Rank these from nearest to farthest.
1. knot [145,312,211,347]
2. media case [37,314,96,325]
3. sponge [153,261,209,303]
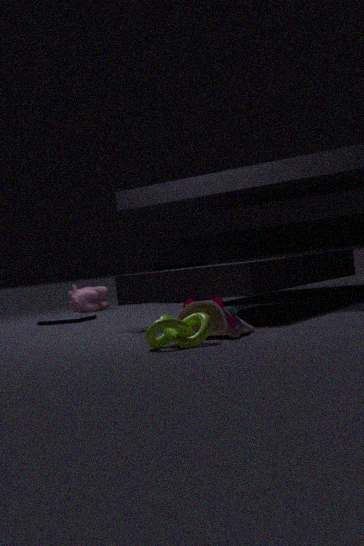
knot [145,312,211,347] < media case [37,314,96,325] < sponge [153,261,209,303]
